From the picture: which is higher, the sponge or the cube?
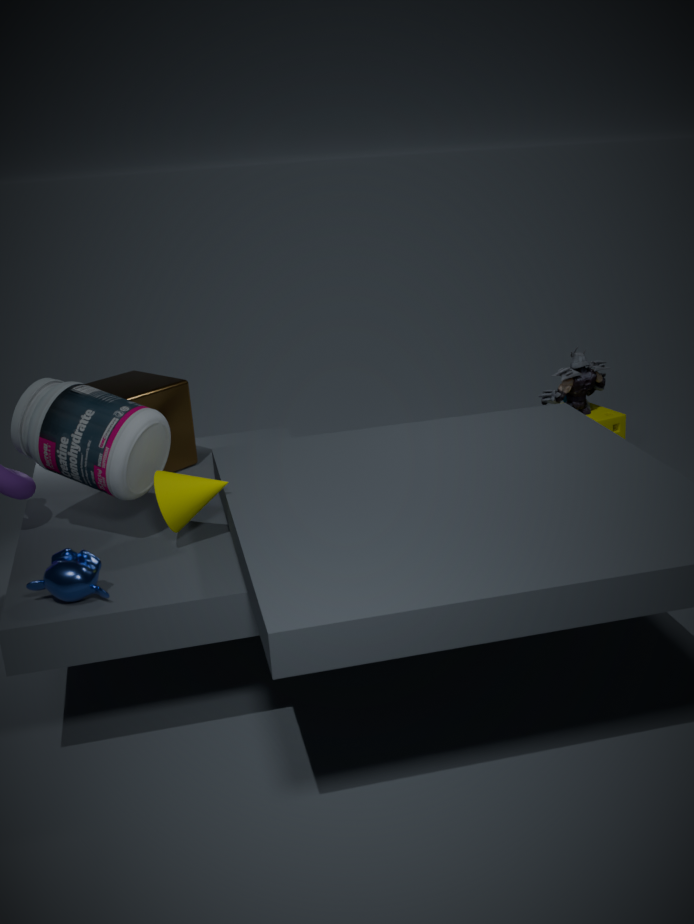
the cube
